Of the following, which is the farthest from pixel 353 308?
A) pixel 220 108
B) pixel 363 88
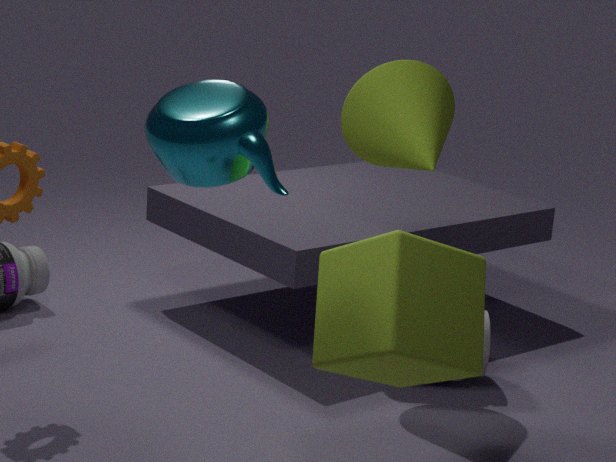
pixel 363 88
